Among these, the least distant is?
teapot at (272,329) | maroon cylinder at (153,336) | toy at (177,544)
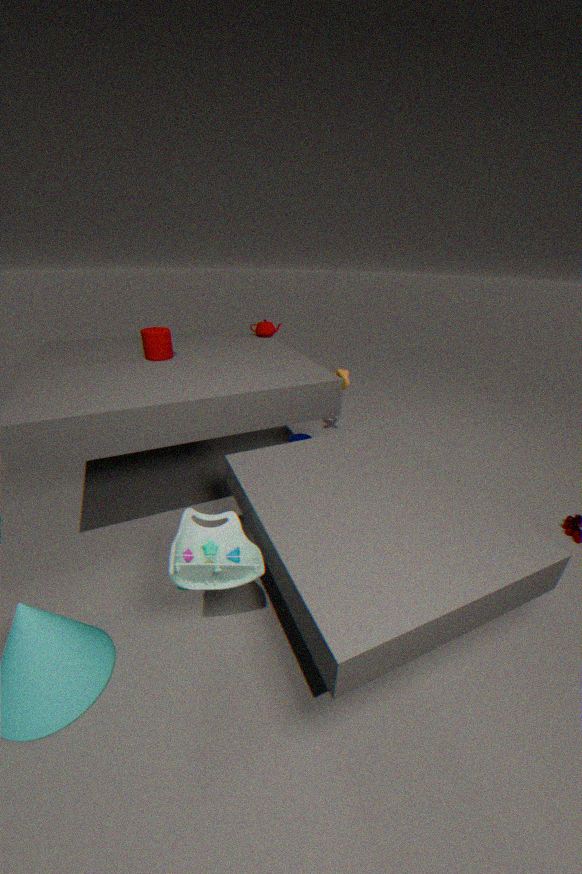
toy at (177,544)
